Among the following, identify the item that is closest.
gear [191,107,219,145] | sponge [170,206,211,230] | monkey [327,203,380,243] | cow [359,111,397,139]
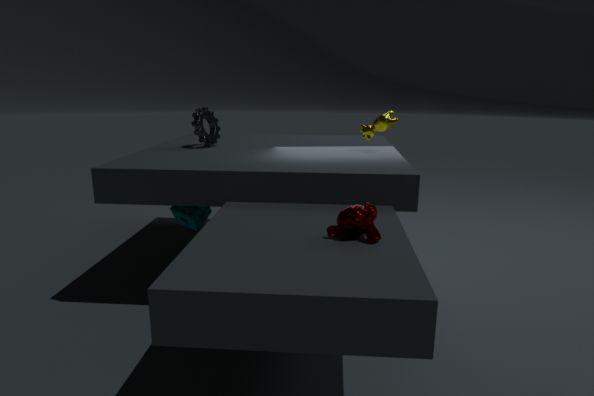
monkey [327,203,380,243]
